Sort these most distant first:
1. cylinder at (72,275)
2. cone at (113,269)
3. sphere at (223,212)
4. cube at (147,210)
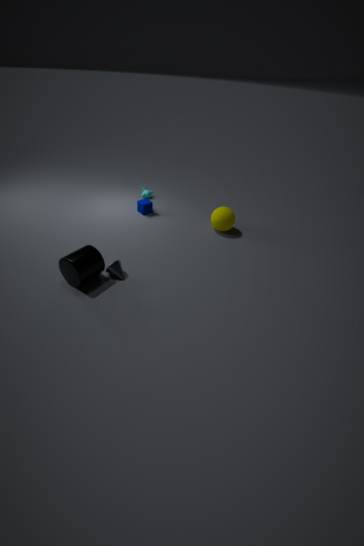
cube at (147,210) → sphere at (223,212) → cone at (113,269) → cylinder at (72,275)
